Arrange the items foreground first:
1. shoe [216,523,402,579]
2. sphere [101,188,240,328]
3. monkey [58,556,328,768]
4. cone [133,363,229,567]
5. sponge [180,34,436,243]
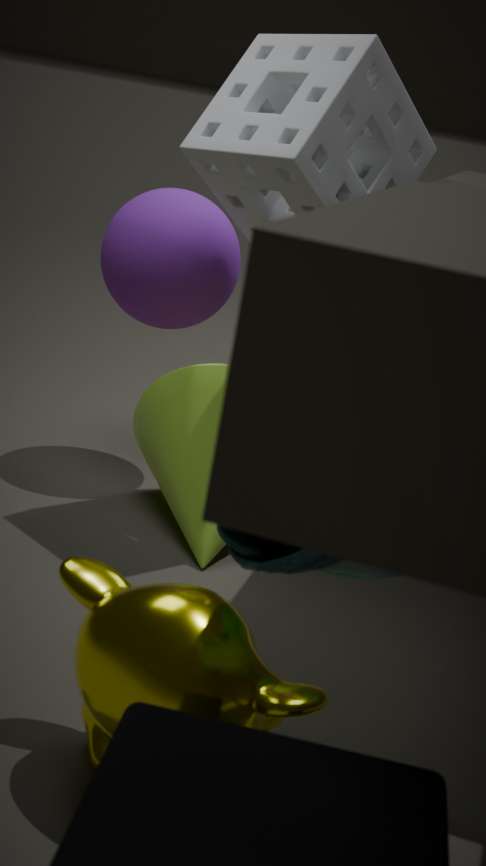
shoe [216,523,402,579] → monkey [58,556,328,768] → sponge [180,34,436,243] → cone [133,363,229,567] → sphere [101,188,240,328]
